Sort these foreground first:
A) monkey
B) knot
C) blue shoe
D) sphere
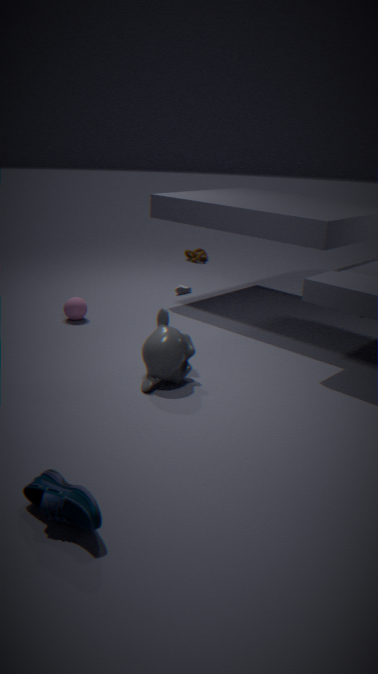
1. blue shoe
2. monkey
3. sphere
4. knot
